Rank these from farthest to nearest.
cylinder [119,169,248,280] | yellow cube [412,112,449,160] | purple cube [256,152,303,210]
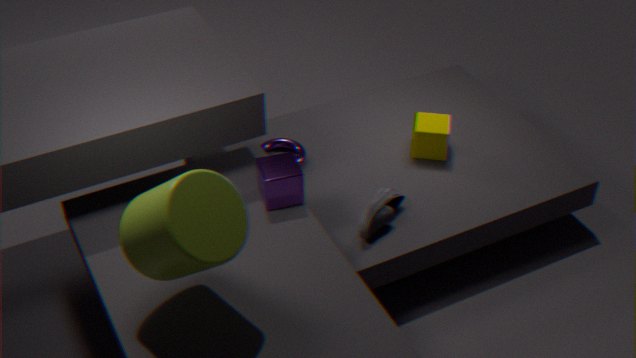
yellow cube [412,112,449,160], purple cube [256,152,303,210], cylinder [119,169,248,280]
